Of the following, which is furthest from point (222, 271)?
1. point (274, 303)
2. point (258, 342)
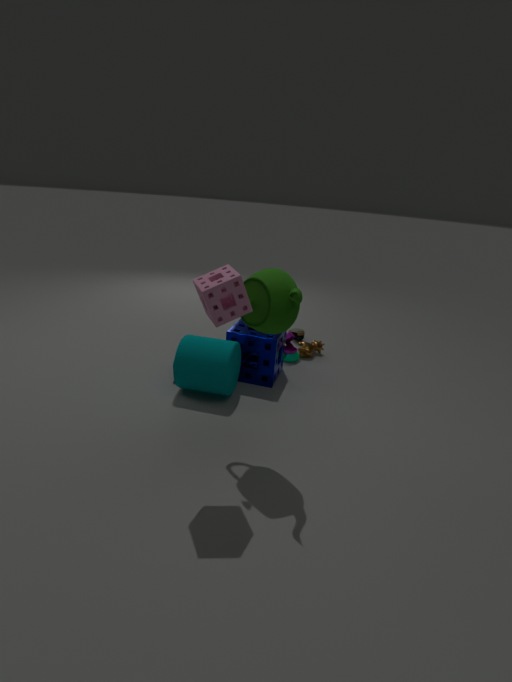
point (258, 342)
